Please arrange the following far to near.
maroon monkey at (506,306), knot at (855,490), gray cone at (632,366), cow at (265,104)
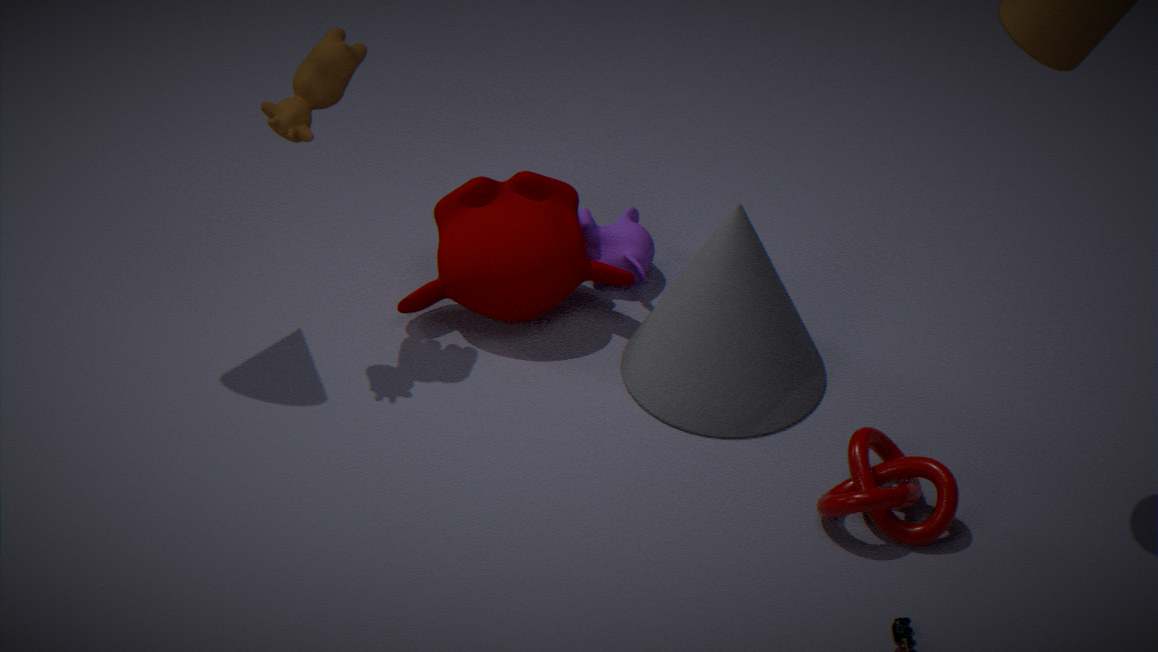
maroon monkey at (506,306)
gray cone at (632,366)
cow at (265,104)
knot at (855,490)
